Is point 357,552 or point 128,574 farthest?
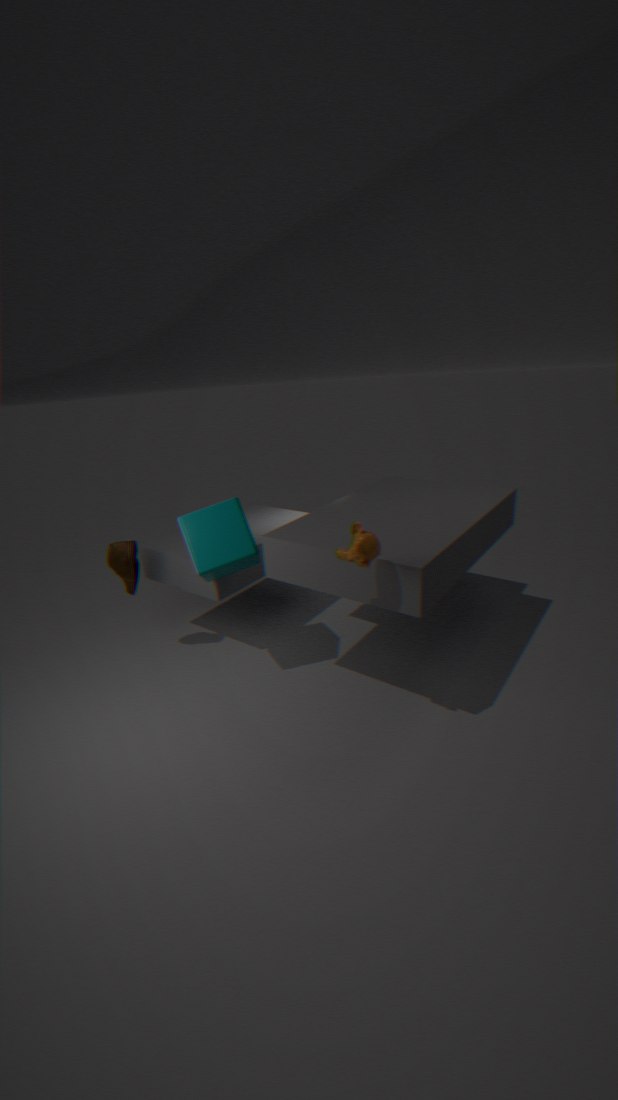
point 128,574
